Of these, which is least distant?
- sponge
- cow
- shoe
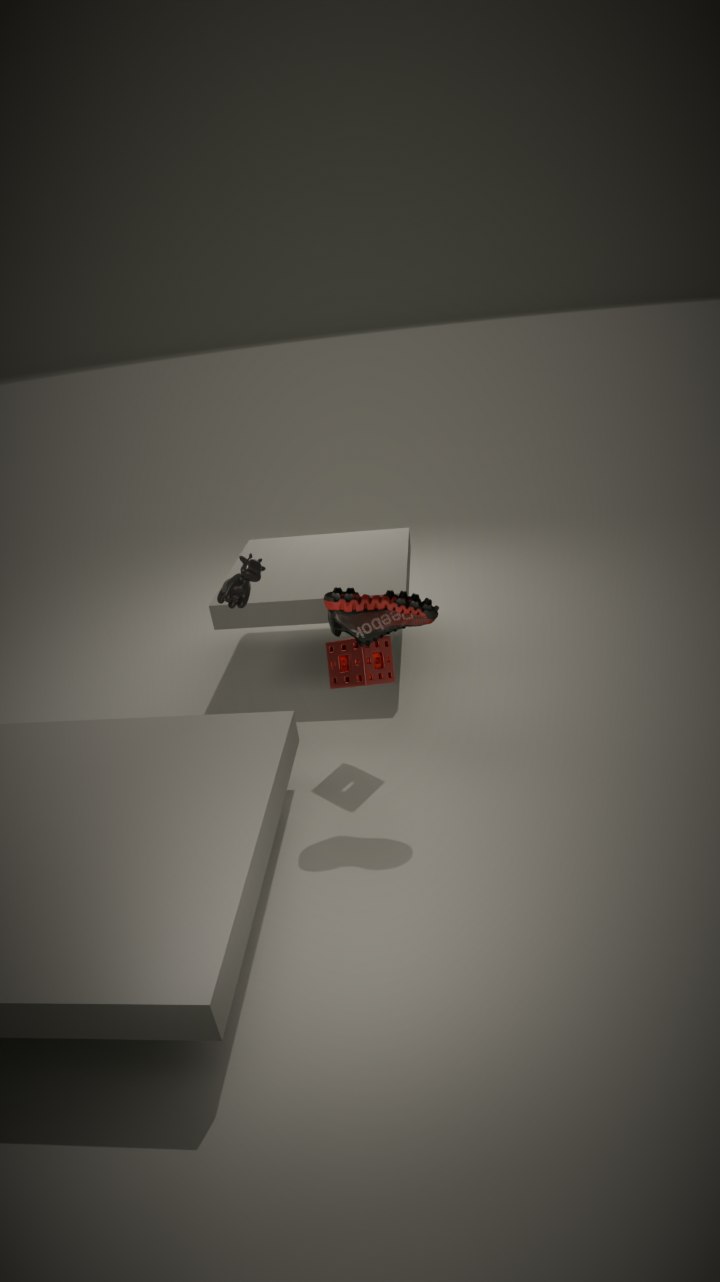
shoe
